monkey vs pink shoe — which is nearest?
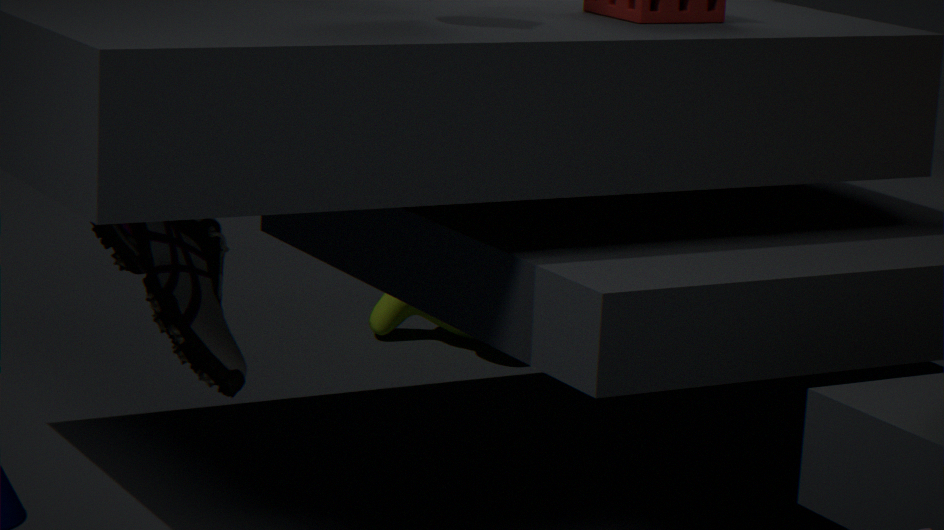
pink shoe
